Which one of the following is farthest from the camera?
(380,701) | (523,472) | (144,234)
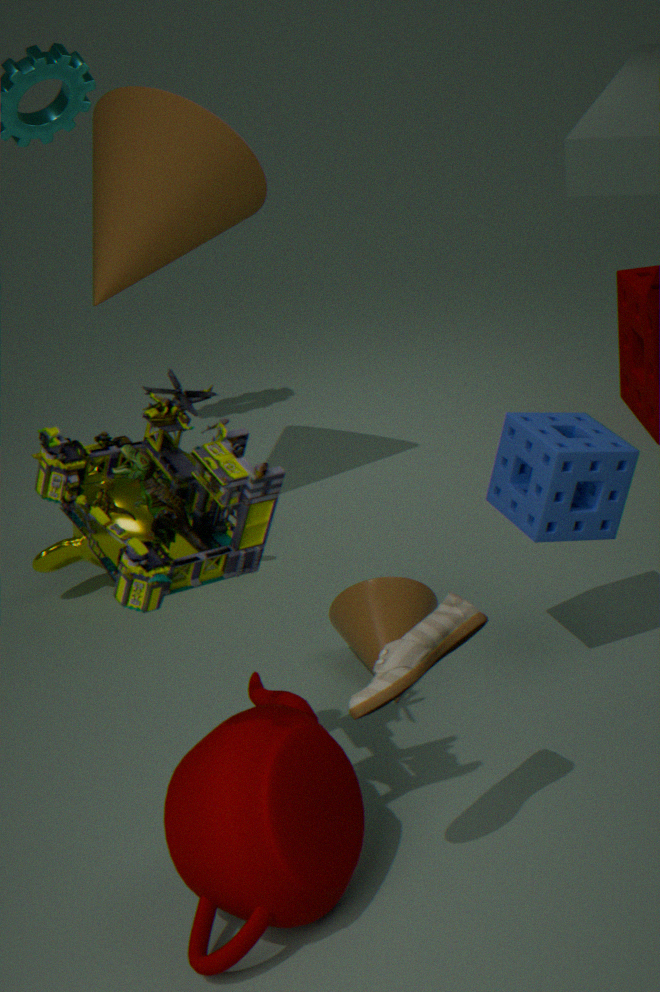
(144,234)
